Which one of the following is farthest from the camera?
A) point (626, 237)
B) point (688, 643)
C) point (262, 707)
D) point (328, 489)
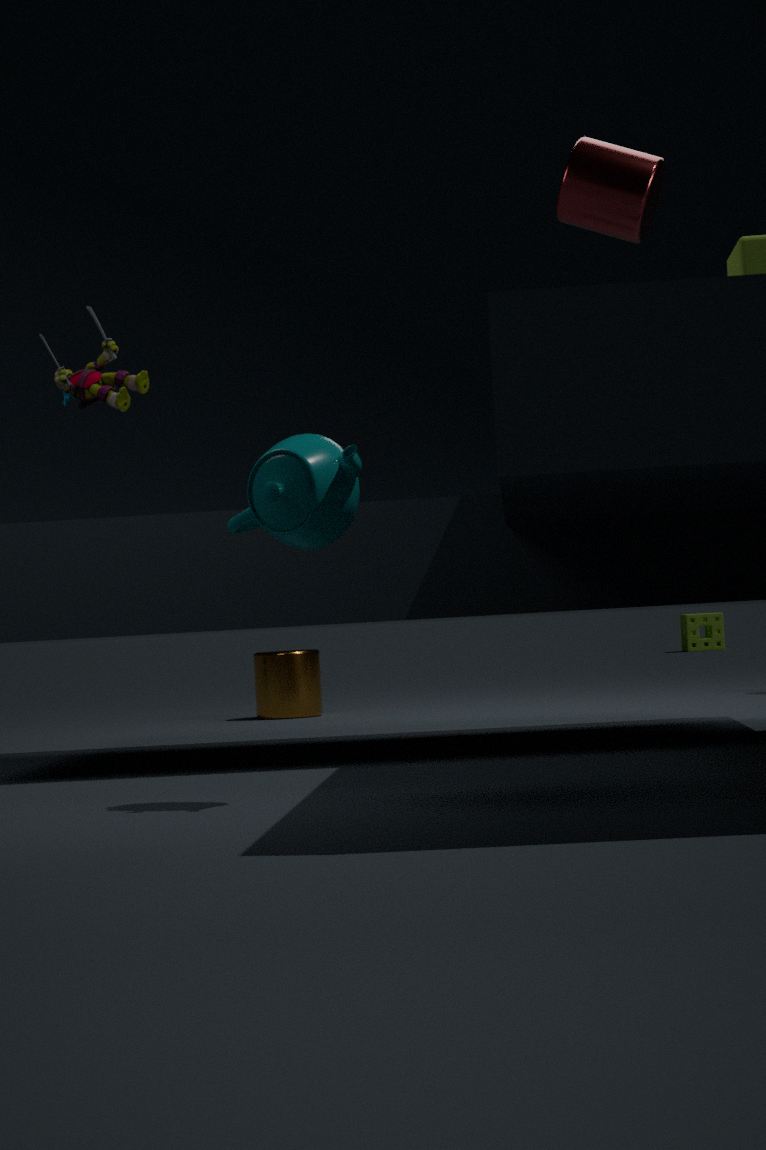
point (688, 643)
